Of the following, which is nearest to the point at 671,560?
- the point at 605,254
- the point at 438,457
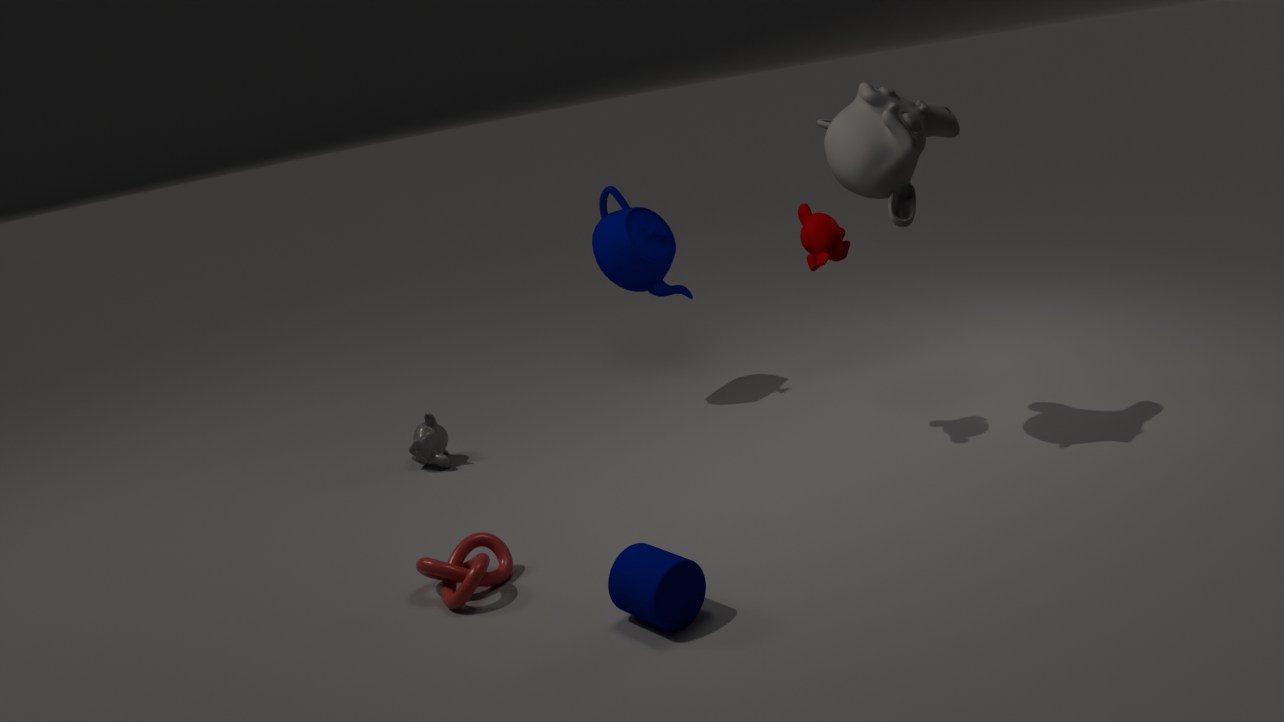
the point at 438,457
